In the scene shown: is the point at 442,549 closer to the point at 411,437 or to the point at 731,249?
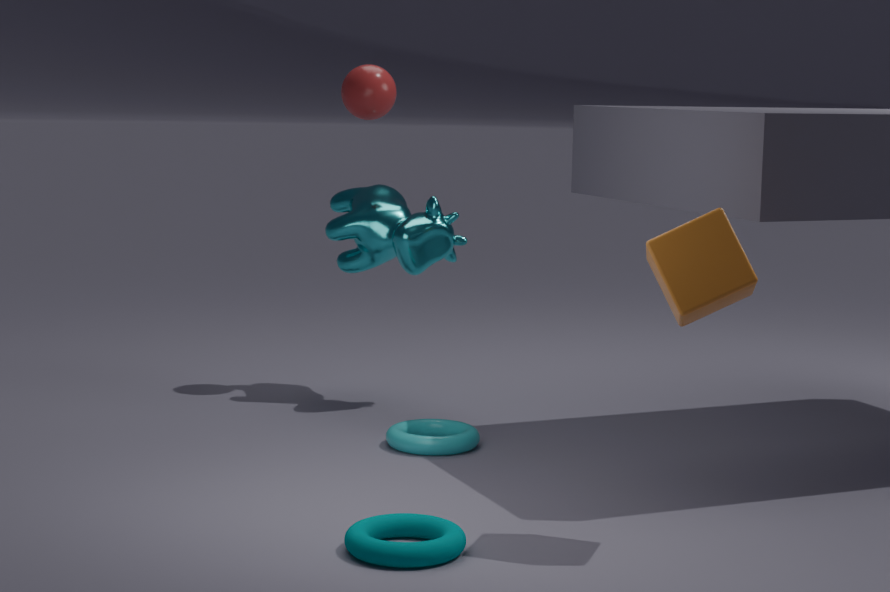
the point at 731,249
